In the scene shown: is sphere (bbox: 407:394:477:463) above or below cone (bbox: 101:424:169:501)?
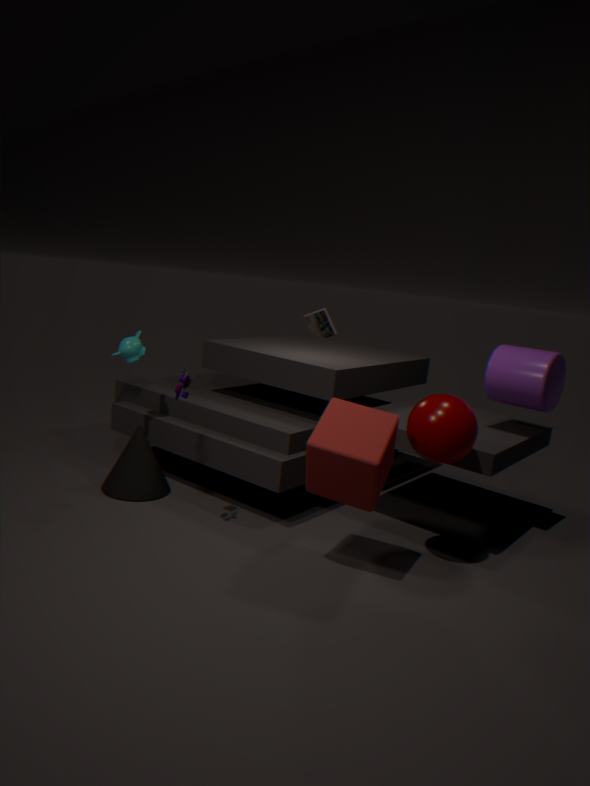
above
